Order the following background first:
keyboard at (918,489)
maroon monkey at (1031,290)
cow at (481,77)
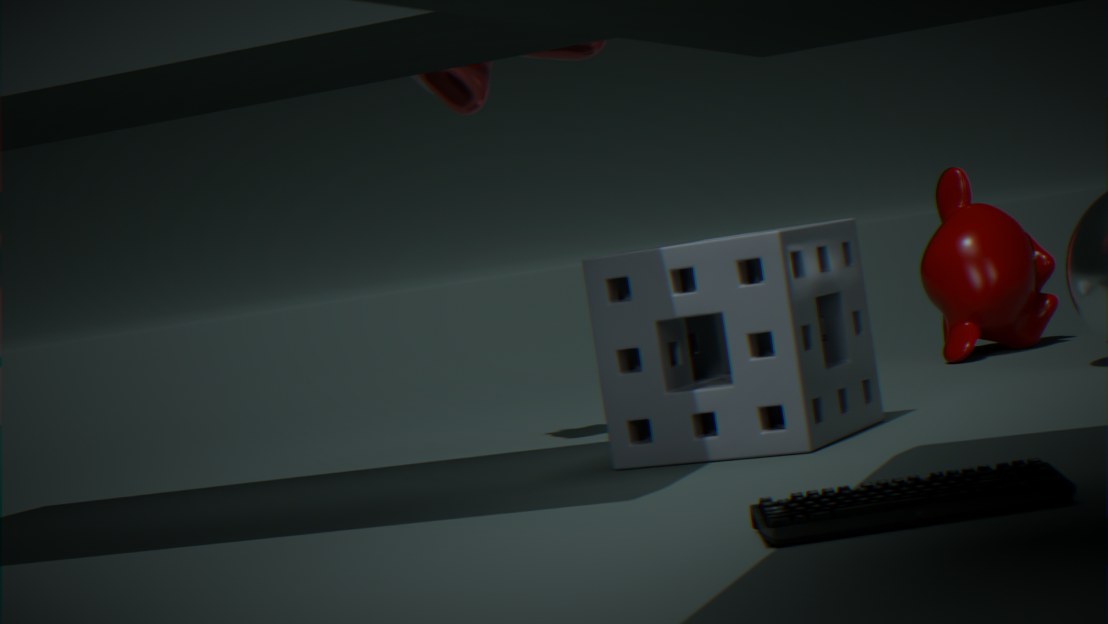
maroon monkey at (1031,290) → cow at (481,77) → keyboard at (918,489)
